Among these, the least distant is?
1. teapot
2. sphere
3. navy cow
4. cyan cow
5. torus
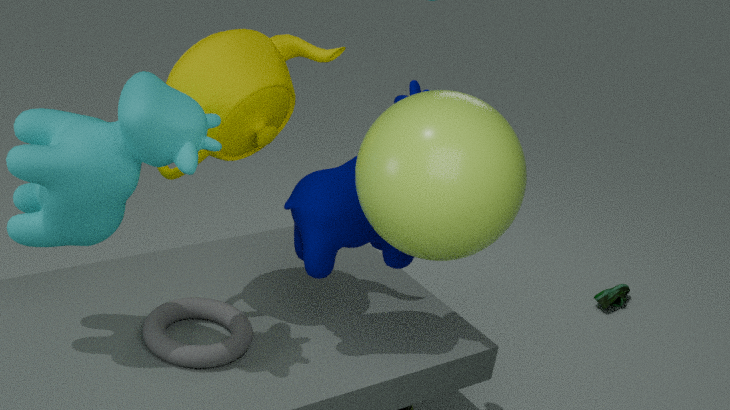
sphere
